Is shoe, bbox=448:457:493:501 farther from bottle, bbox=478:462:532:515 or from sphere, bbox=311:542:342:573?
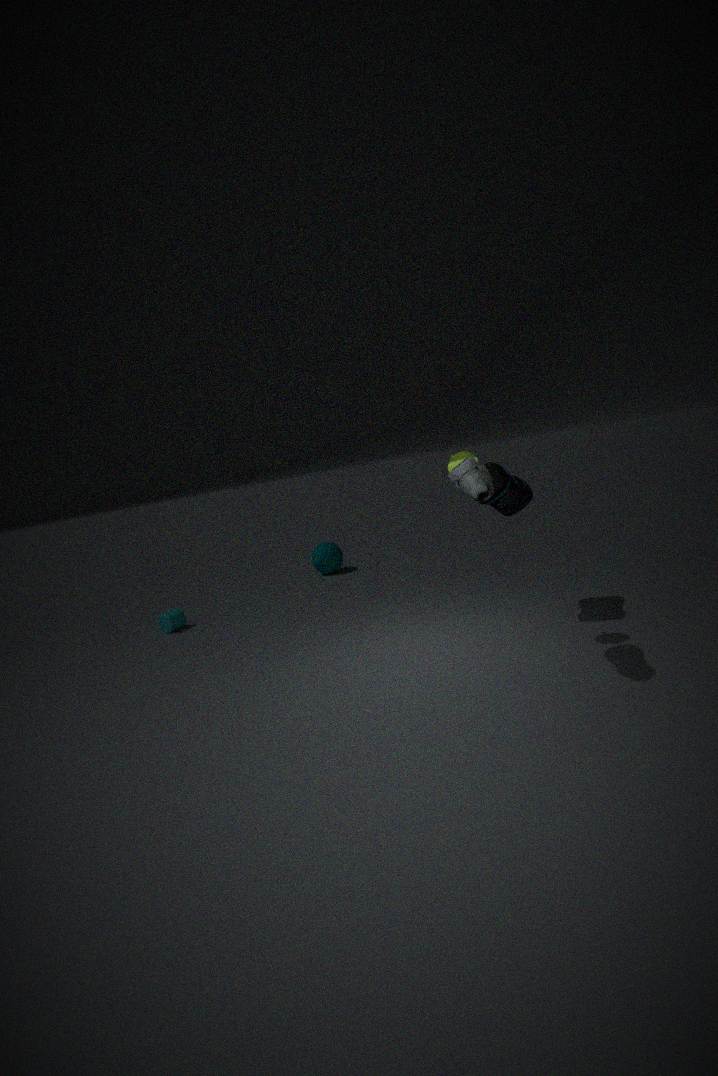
sphere, bbox=311:542:342:573
